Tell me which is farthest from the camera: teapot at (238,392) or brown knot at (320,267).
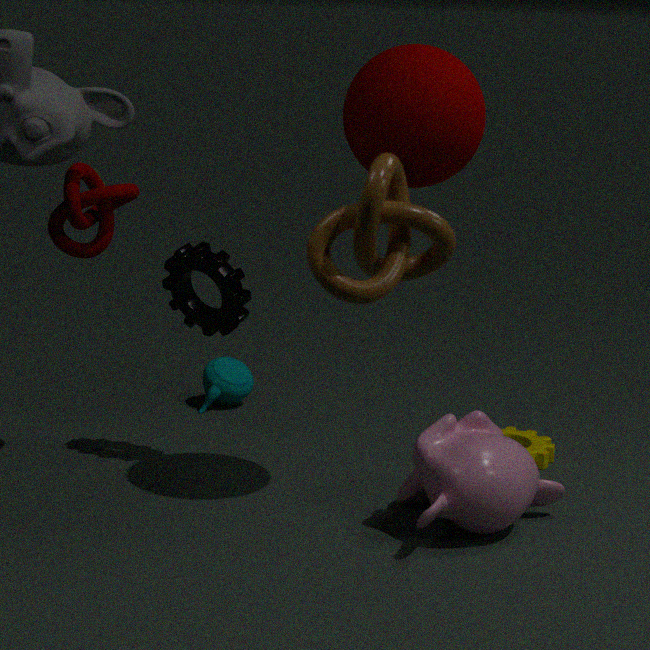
teapot at (238,392)
